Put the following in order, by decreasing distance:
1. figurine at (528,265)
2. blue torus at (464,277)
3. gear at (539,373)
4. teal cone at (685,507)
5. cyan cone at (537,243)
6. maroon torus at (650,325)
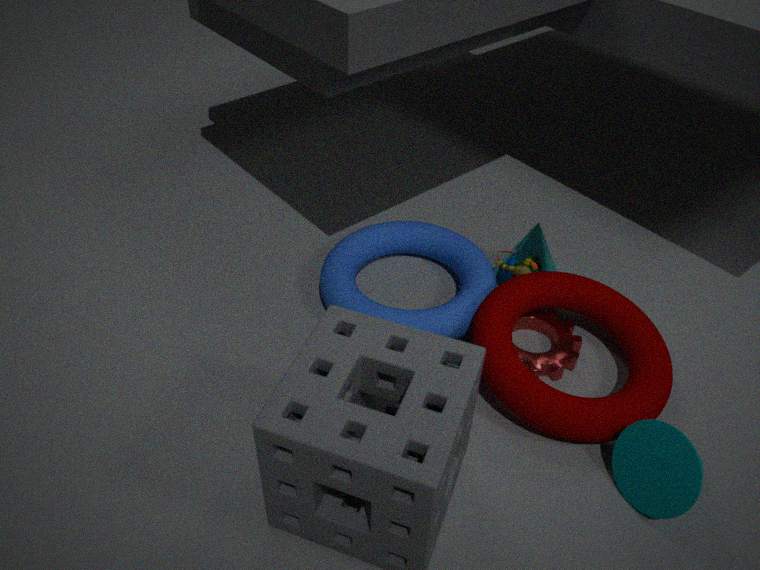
cyan cone at (537,243) < figurine at (528,265) < blue torus at (464,277) < gear at (539,373) < maroon torus at (650,325) < teal cone at (685,507)
